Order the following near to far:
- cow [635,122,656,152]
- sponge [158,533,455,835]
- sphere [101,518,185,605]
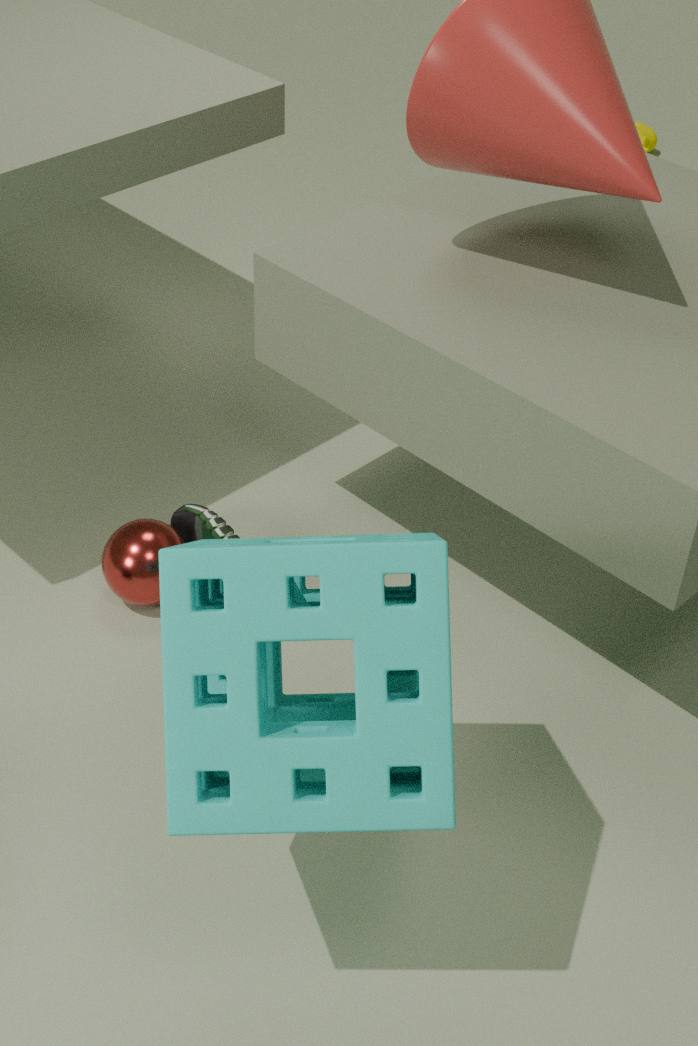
sponge [158,533,455,835] → sphere [101,518,185,605] → cow [635,122,656,152]
